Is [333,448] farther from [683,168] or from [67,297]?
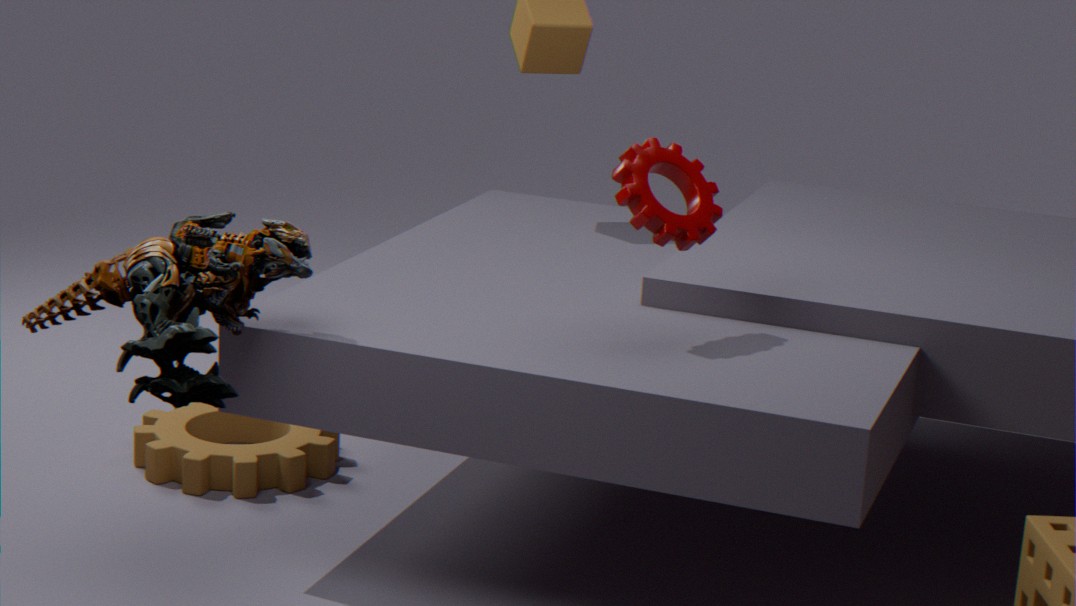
[683,168]
